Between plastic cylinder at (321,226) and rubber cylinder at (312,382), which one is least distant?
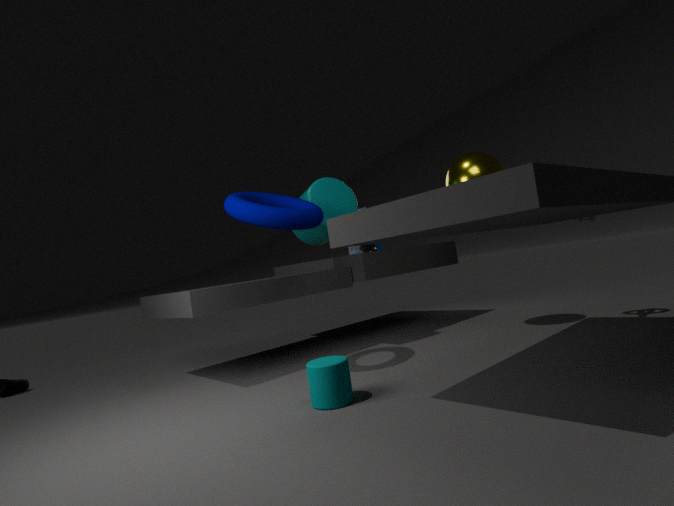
rubber cylinder at (312,382)
